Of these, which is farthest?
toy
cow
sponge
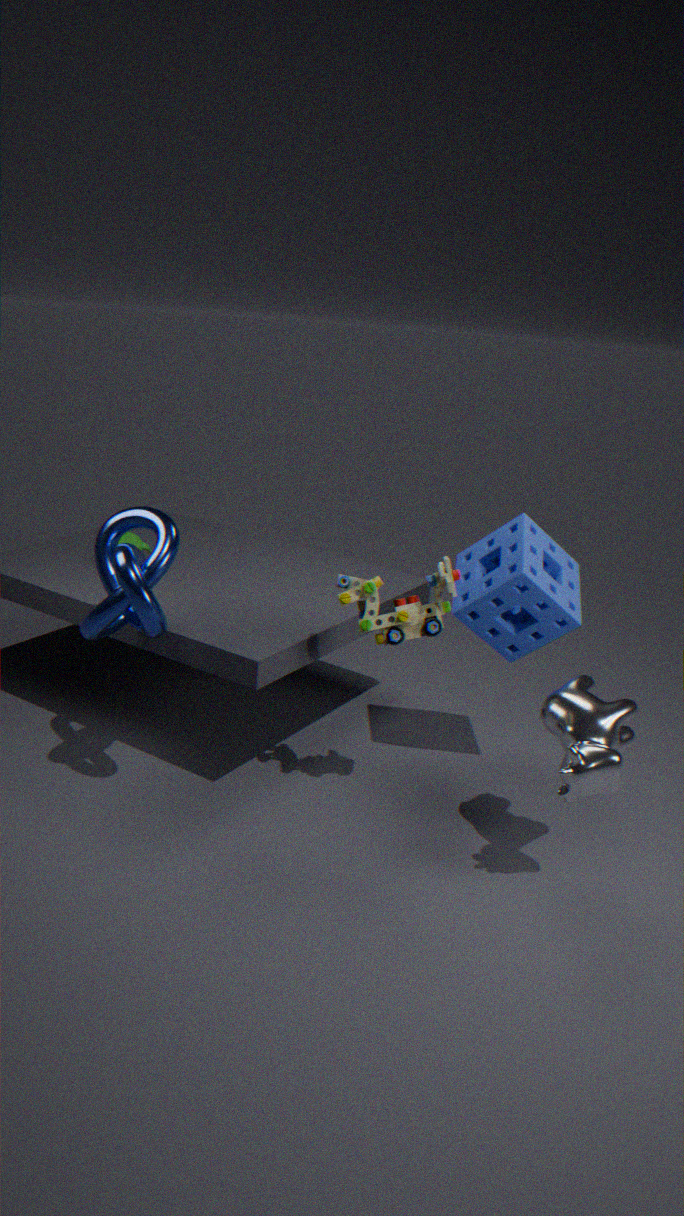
sponge
